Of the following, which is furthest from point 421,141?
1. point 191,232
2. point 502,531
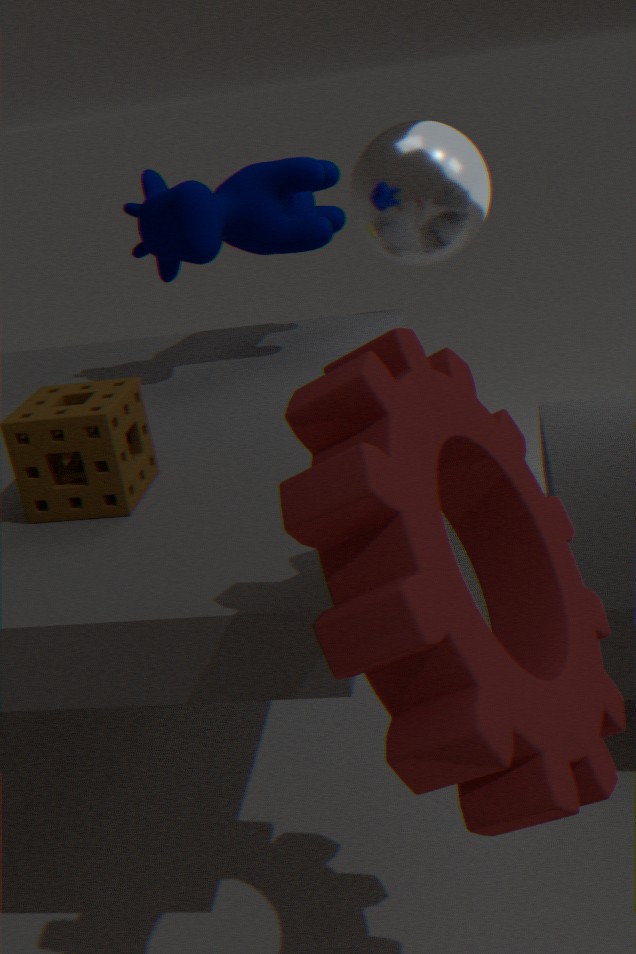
point 502,531
